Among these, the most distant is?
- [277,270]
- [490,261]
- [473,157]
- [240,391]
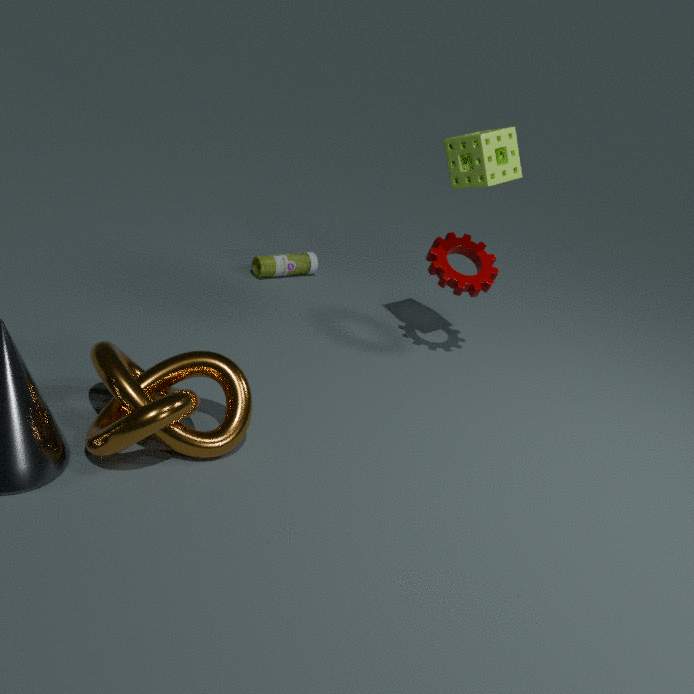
[277,270]
